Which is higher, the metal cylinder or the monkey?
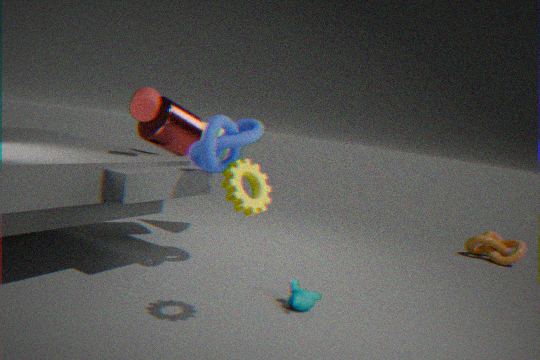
the metal cylinder
